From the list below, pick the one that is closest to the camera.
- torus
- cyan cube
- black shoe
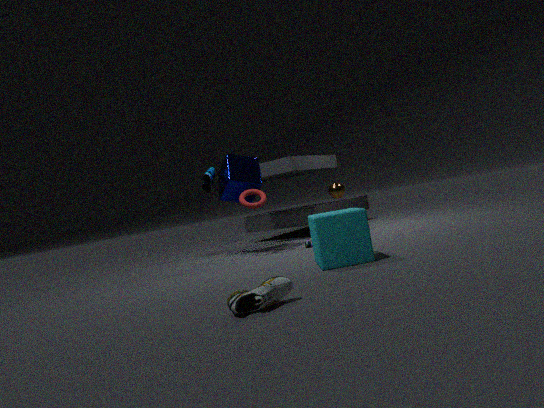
black shoe
